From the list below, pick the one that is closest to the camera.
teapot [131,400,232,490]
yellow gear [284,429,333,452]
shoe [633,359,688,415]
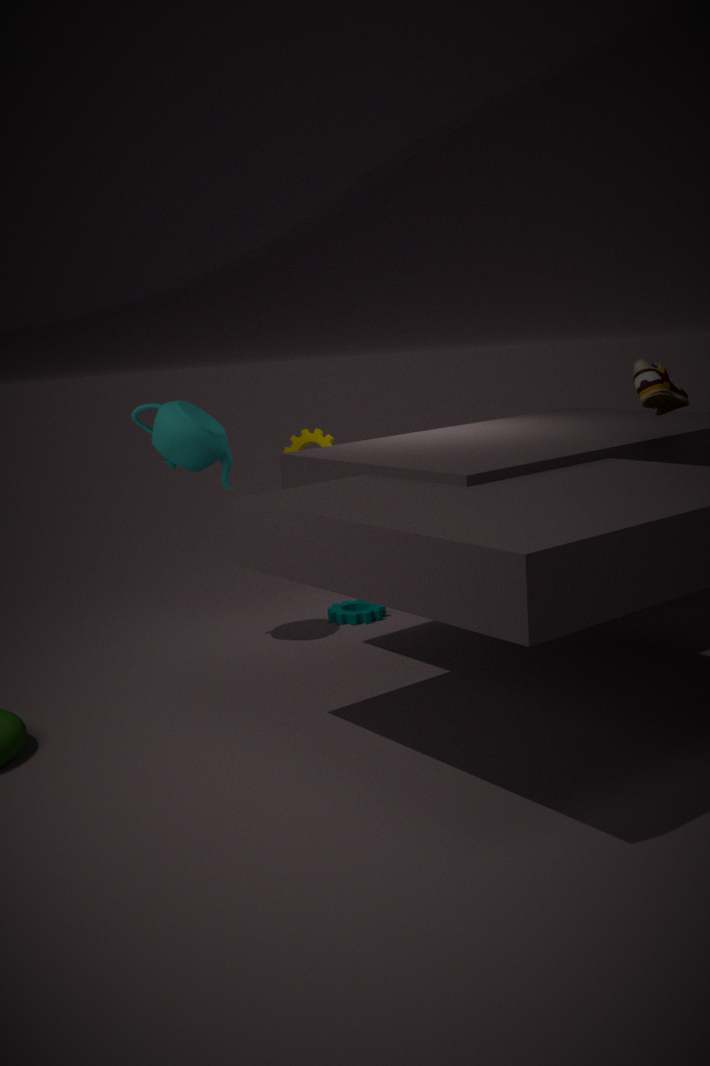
shoe [633,359,688,415]
